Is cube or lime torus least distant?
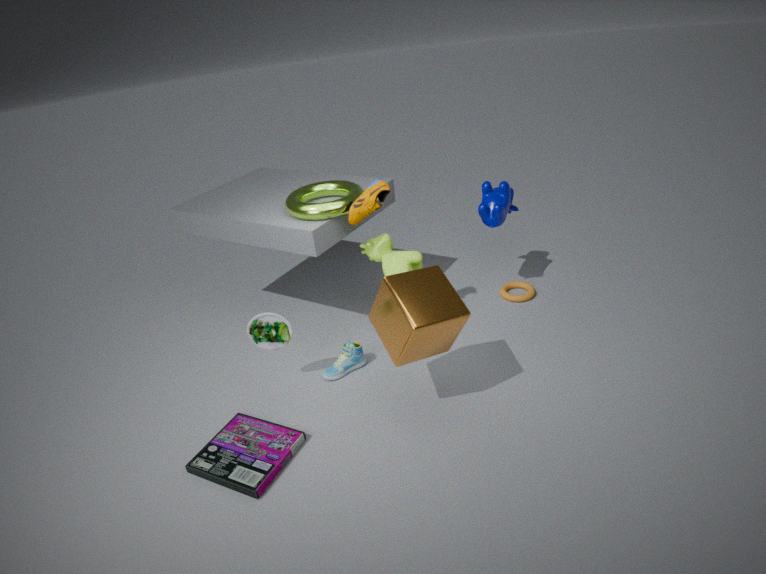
cube
